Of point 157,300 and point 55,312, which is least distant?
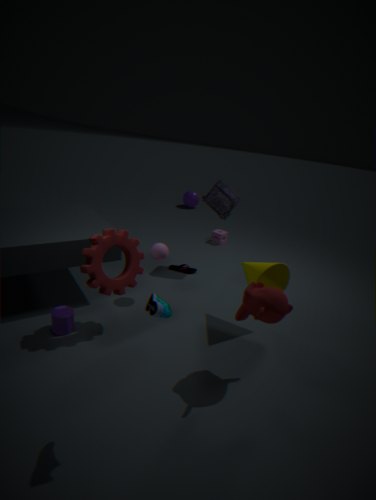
point 157,300
